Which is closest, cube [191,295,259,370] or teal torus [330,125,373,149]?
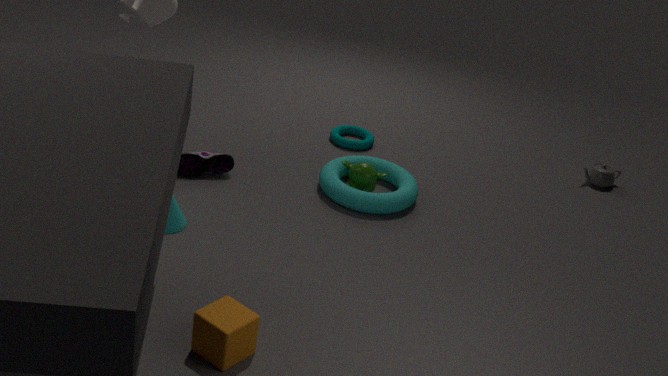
cube [191,295,259,370]
